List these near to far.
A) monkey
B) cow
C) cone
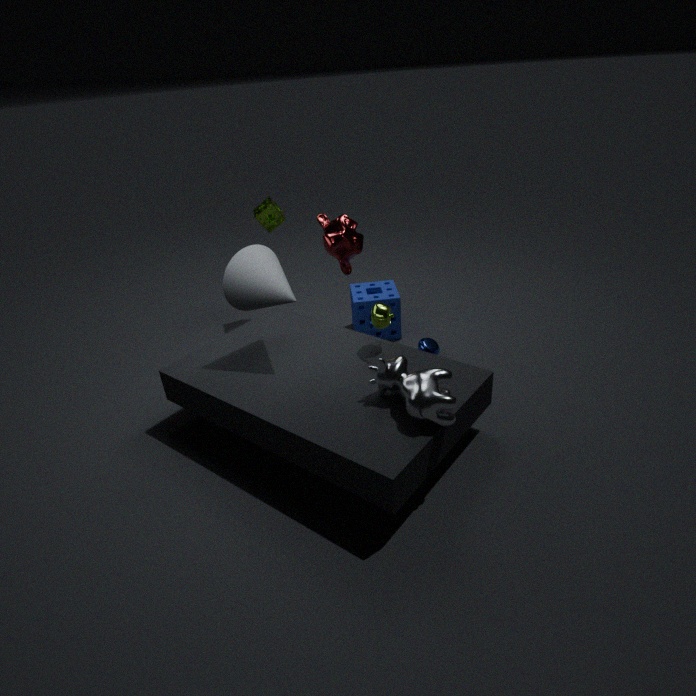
cow < cone < monkey
